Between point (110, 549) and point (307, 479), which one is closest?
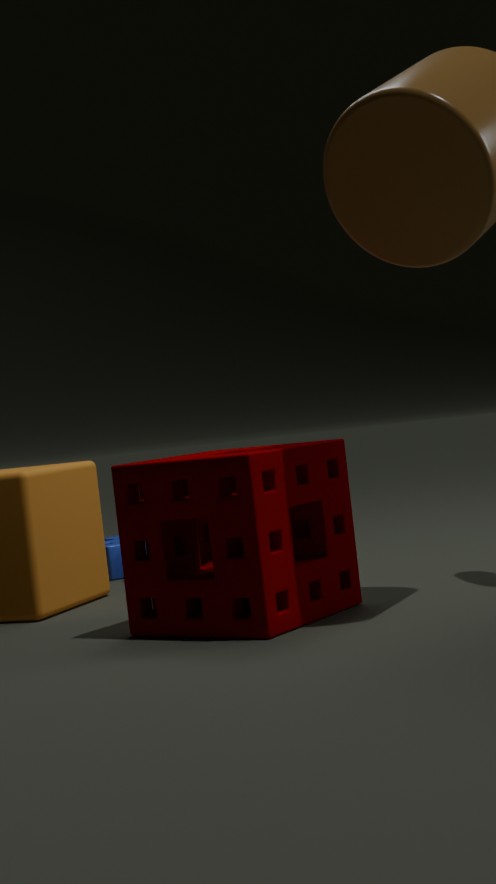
point (307, 479)
